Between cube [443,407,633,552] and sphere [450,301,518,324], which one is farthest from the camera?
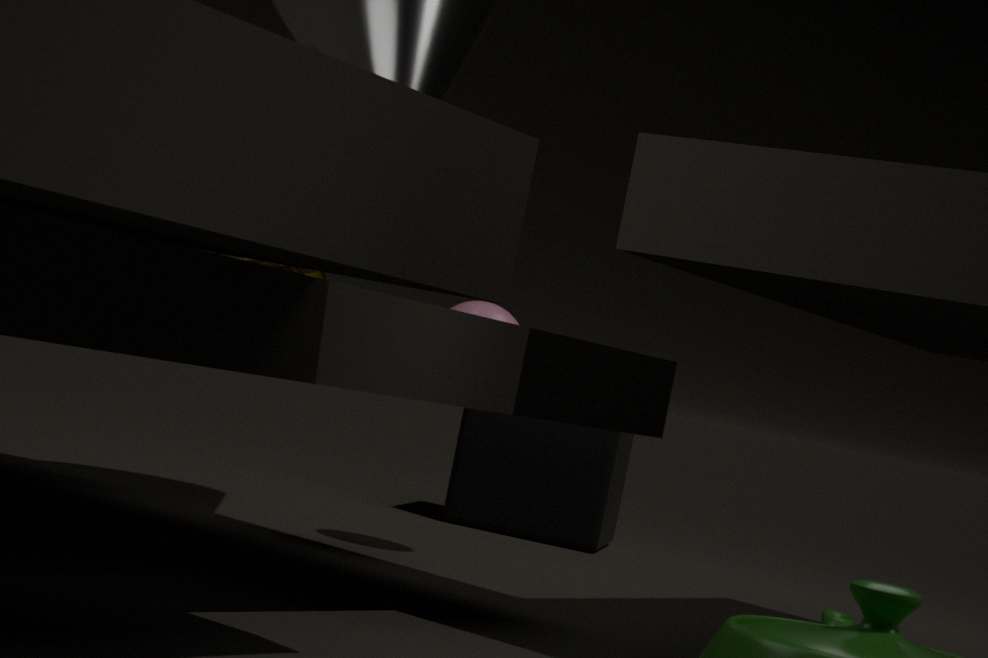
cube [443,407,633,552]
